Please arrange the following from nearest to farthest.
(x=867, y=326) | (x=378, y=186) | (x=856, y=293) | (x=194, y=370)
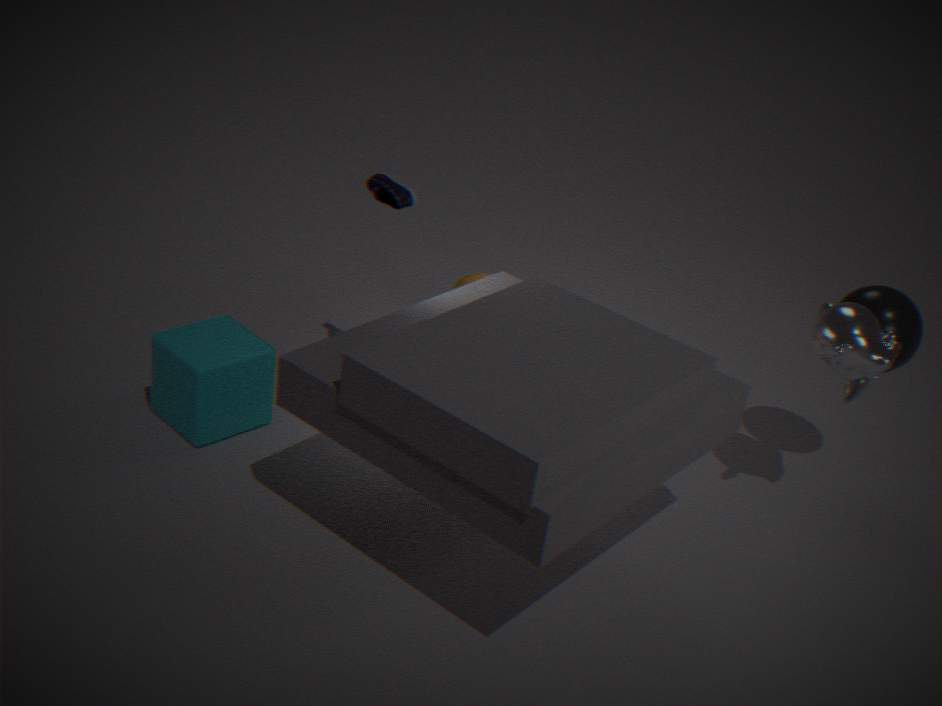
(x=867, y=326)
(x=194, y=370)
(x=856, y=293)
(x=378, y=186)
